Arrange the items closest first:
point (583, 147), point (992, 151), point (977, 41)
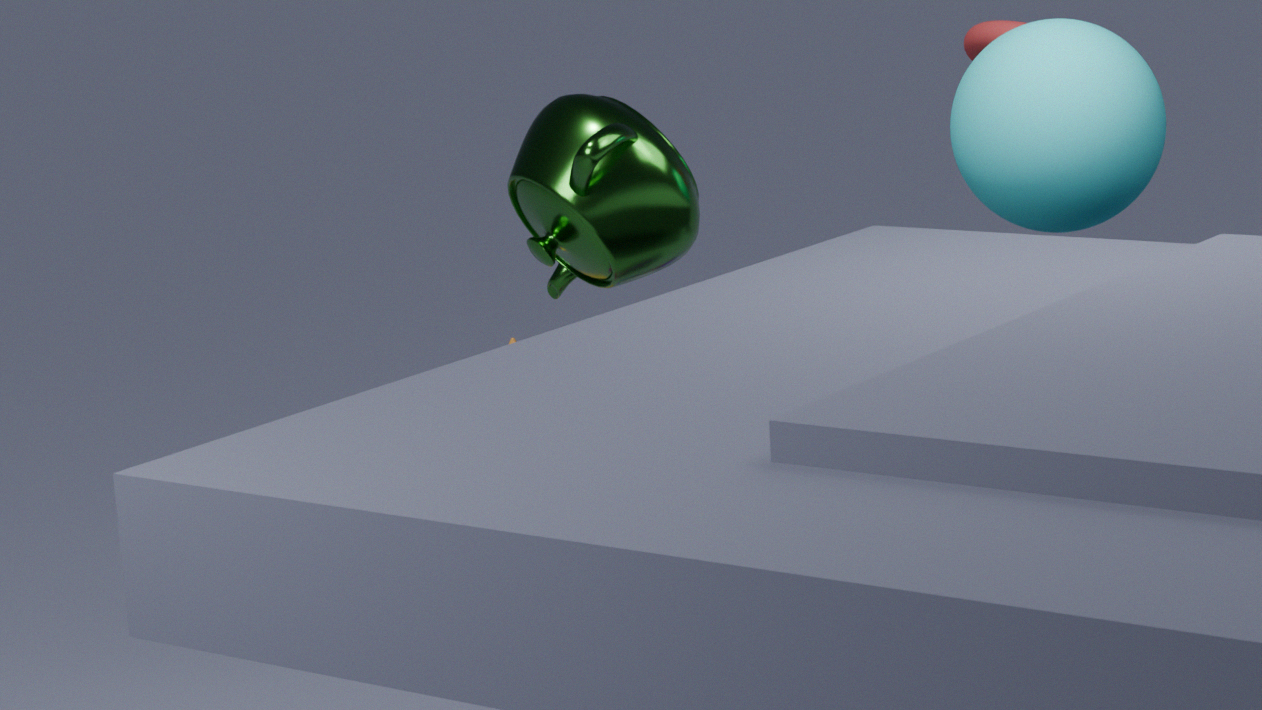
point (583, 147) < point (992, 151) < point (977, 41)
